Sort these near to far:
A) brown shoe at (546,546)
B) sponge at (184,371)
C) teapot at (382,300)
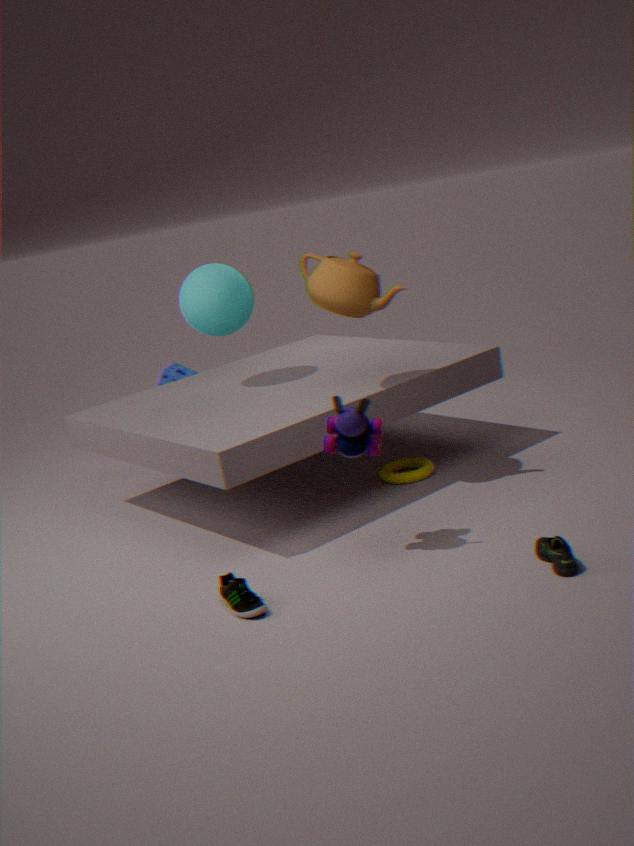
brown shoe at (546,546) → teapot at (382,300) → sponge at (184,371)
